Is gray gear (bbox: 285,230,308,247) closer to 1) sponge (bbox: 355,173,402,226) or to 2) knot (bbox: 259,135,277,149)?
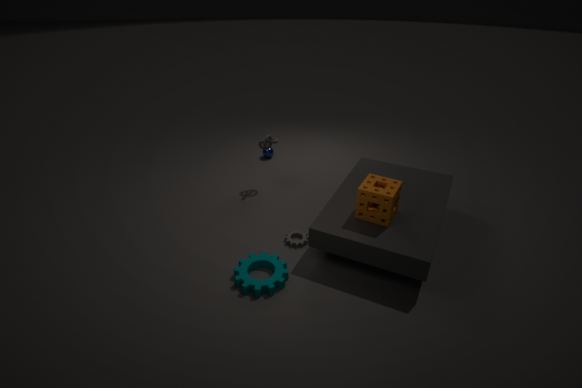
1) sponge (bbox: 355,173,402,226)
